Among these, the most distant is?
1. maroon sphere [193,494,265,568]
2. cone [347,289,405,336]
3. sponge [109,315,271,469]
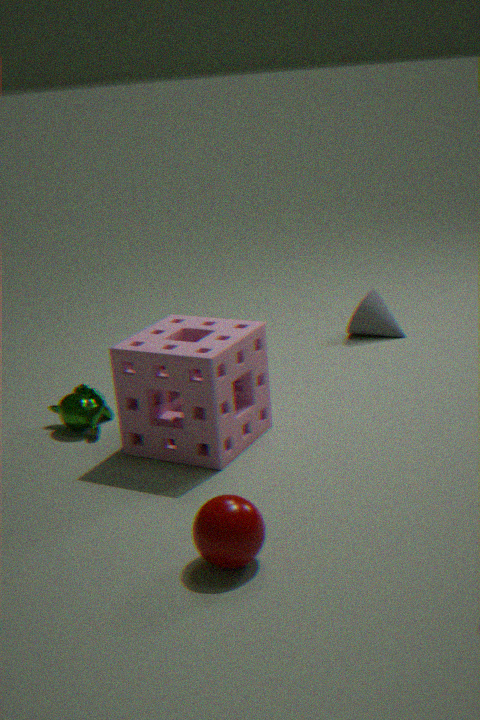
cone [347,289,405,336]
